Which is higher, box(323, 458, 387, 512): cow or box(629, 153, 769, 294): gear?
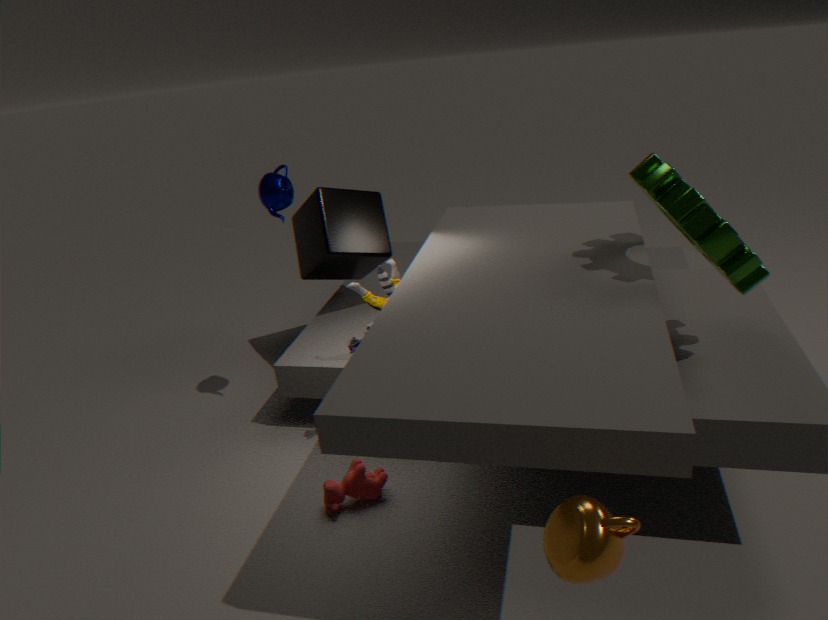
box(629, 153, 769, 294): gear
